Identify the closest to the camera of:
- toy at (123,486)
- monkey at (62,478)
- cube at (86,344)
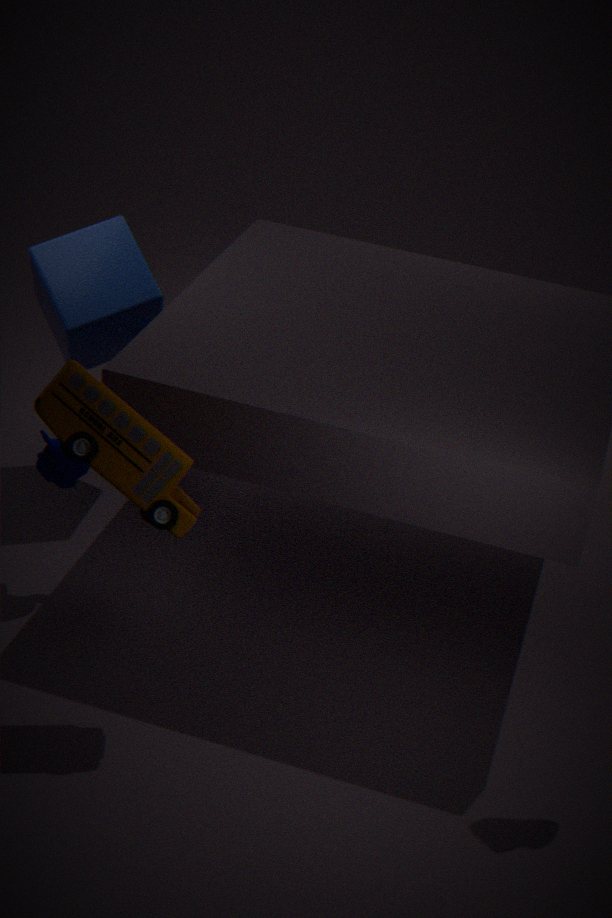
toy at (123,486)
